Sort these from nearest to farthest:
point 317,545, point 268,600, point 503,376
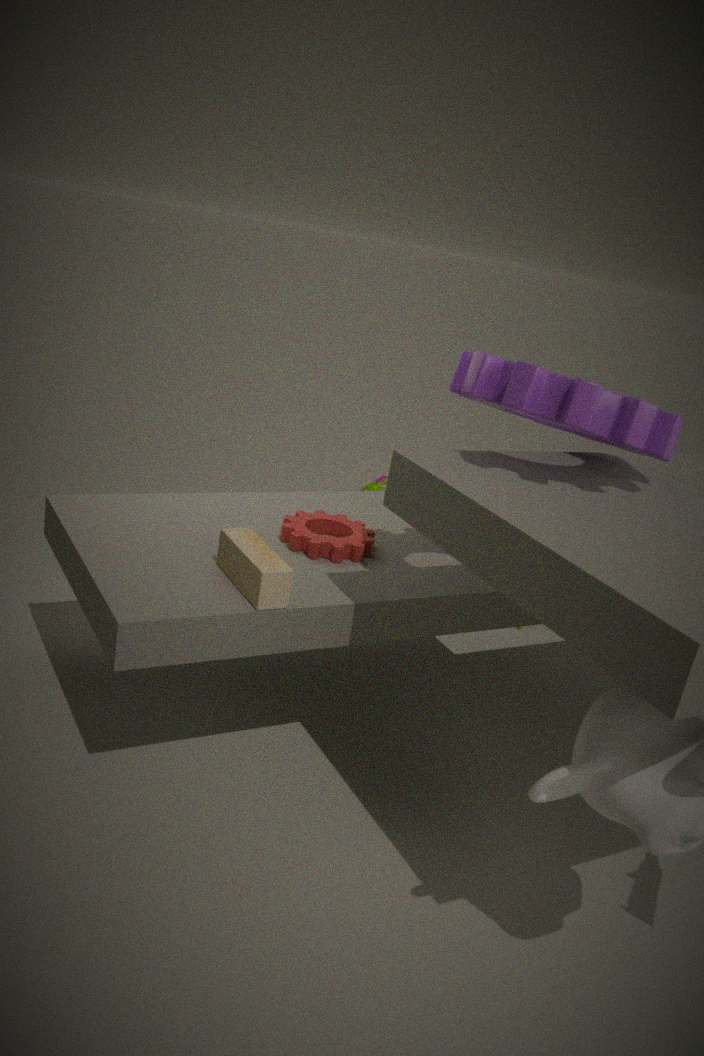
1. point 503,376
2. point 268,600
3. point 317,545
